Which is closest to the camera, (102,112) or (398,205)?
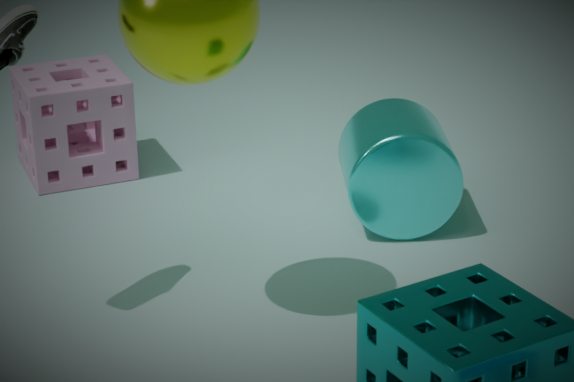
(398,205)
